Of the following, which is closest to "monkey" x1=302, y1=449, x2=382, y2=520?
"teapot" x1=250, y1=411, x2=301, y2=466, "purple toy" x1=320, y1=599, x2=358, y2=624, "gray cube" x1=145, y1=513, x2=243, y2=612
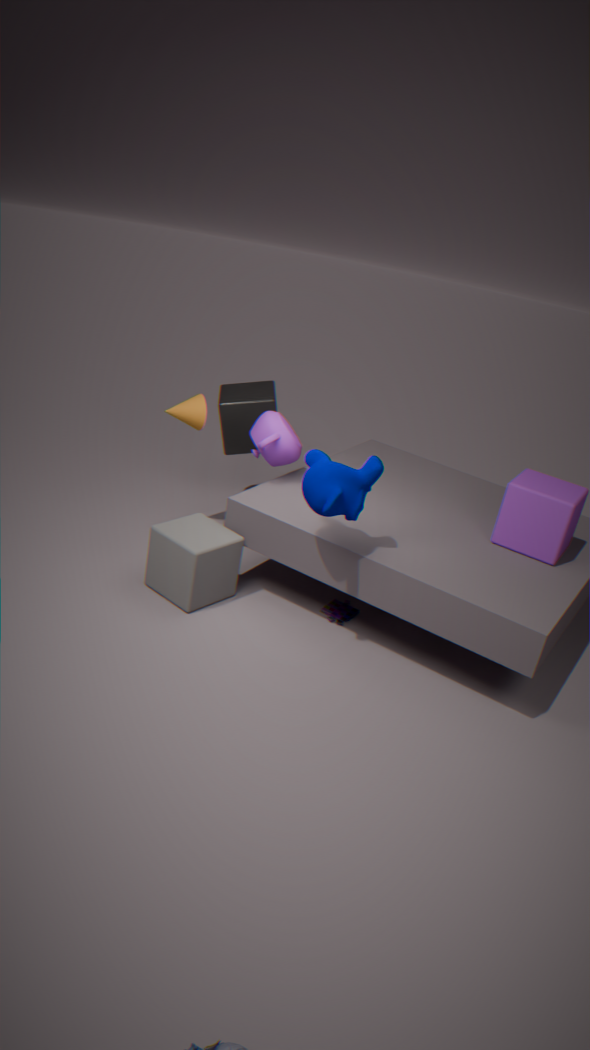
"teapot" x1=250, y1=411, x2=301, y2=466
